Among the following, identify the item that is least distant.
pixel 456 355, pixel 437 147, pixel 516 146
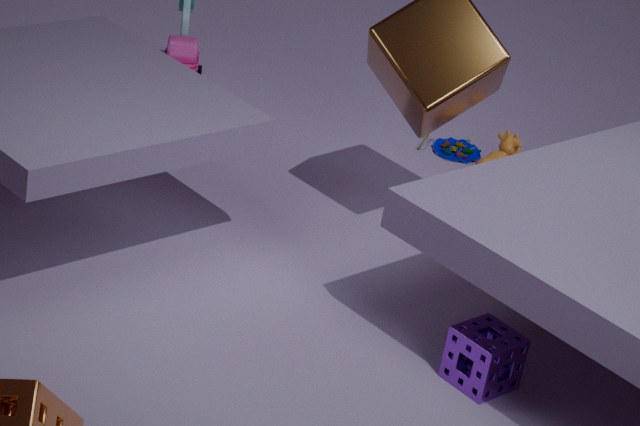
pixel 456 355
